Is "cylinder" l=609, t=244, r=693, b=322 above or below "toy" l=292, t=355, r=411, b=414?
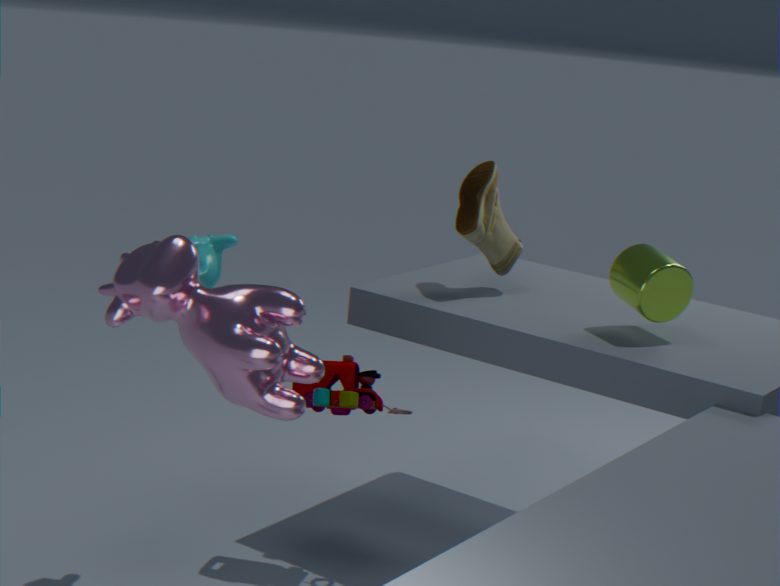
above
